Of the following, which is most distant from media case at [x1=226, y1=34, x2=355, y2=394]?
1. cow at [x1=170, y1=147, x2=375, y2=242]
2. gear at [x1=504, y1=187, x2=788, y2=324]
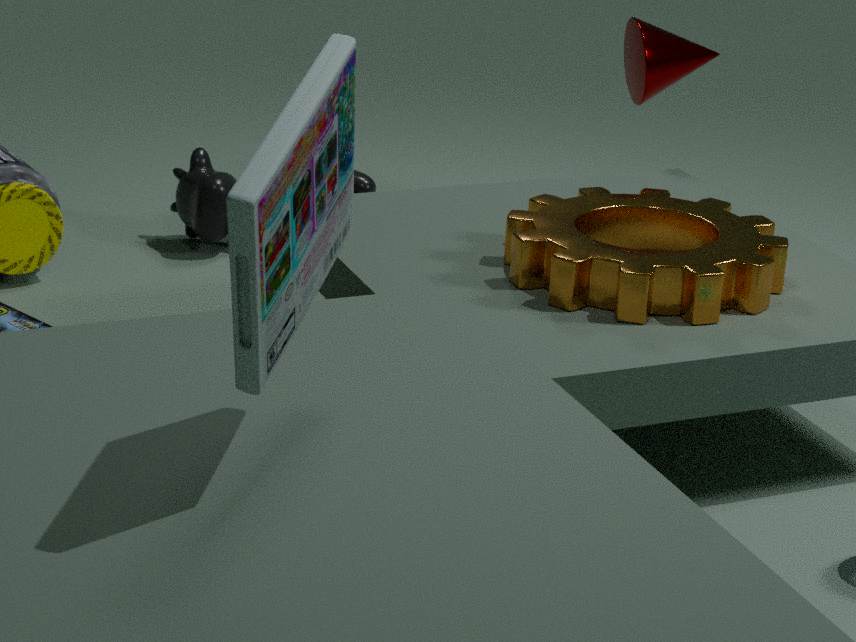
cow at [x1=170, y1=147, x2=375, y2=242]
